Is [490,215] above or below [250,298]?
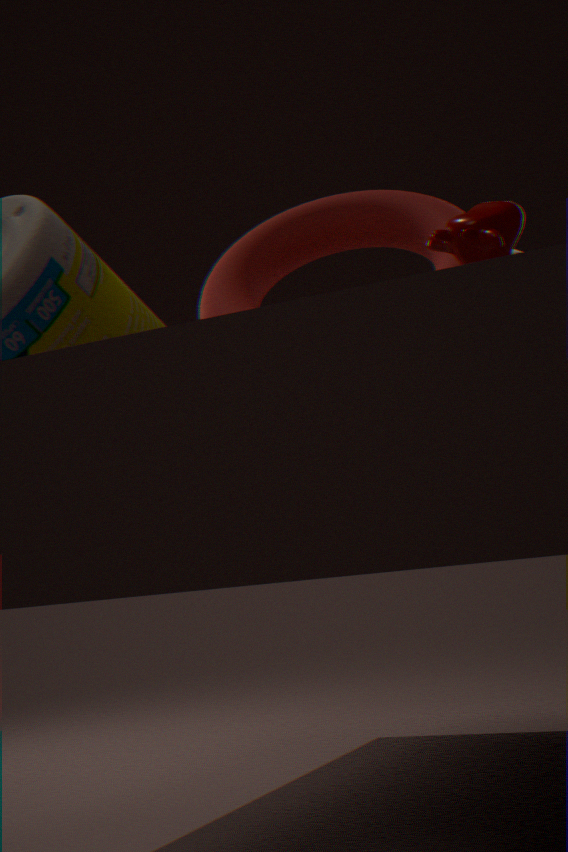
below
